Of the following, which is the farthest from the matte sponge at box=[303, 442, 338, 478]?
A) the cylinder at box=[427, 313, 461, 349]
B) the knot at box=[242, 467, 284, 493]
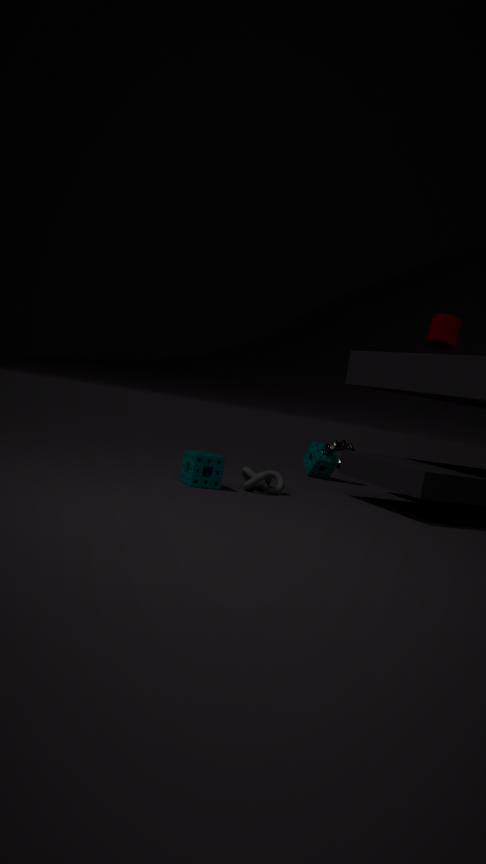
the cylinder at box=[427, 313, 461, 349]
